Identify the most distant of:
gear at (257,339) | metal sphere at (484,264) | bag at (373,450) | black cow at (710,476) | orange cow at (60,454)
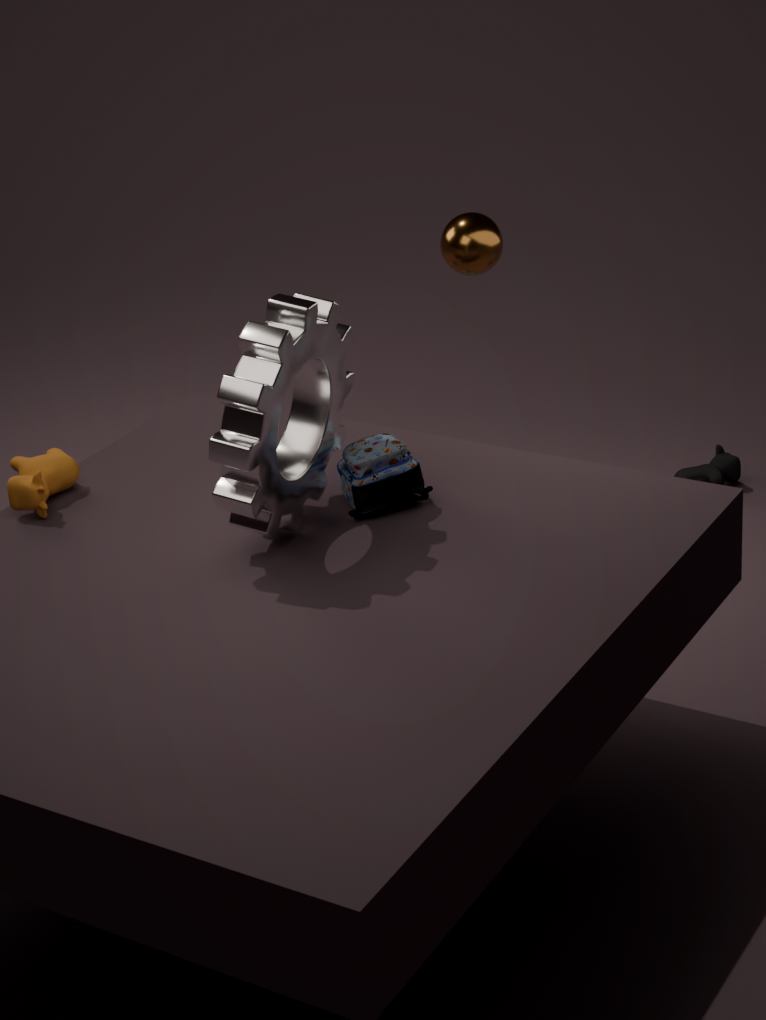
black cow at (710,476)
